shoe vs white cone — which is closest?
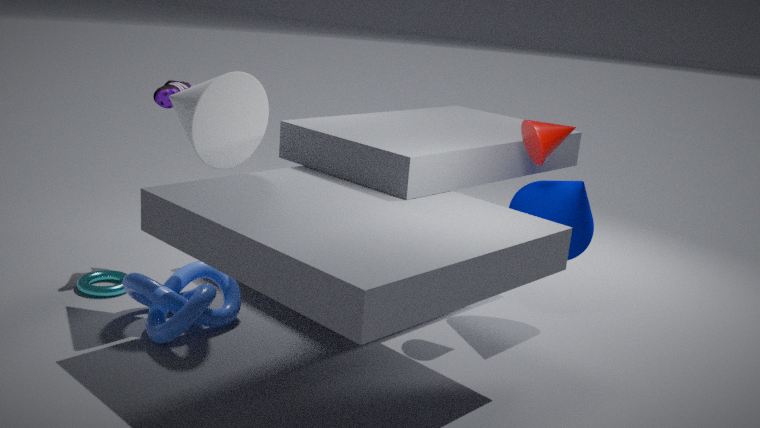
white cone
